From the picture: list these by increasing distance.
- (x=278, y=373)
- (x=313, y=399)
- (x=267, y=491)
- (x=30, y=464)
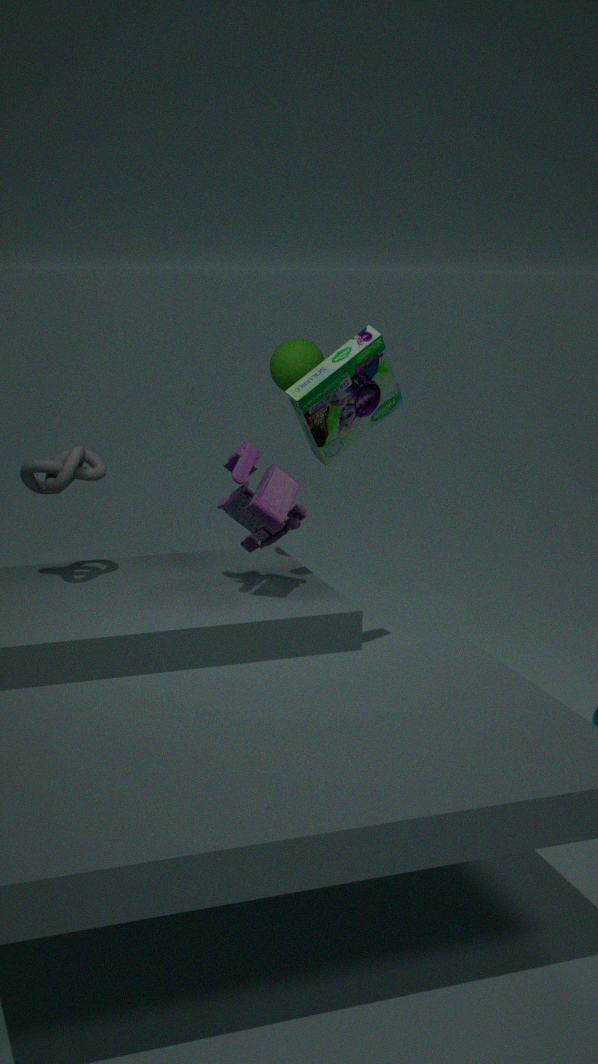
(x=267, y=491)
(x=313, y=399)
(x=30, y=464)
(x=278, y=373)
